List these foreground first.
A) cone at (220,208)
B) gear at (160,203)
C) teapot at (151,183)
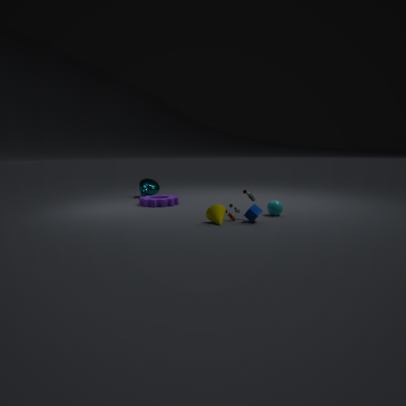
1. cone at (220,208)
2. gear at (160,203)
3. teapot at (151,183)
